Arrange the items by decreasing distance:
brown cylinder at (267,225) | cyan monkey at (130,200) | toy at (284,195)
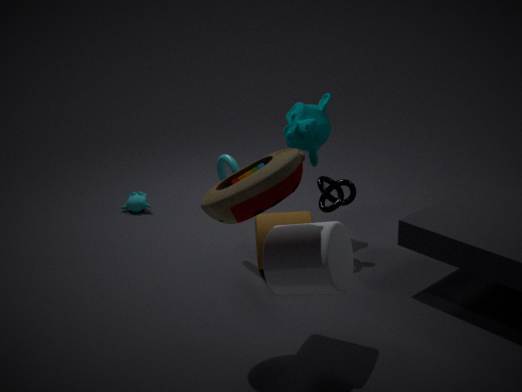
cyan monkey at (130,200)
brown cylinder at (267,225)
toy at (284,195)
